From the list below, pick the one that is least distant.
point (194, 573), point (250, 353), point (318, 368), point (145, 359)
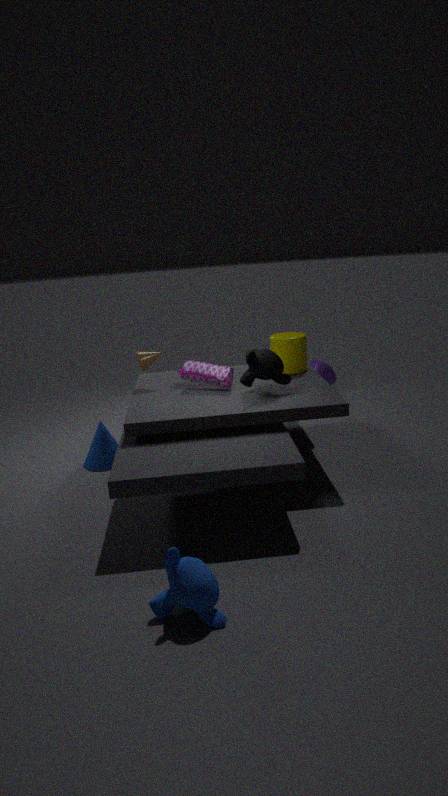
point (194, 573)
